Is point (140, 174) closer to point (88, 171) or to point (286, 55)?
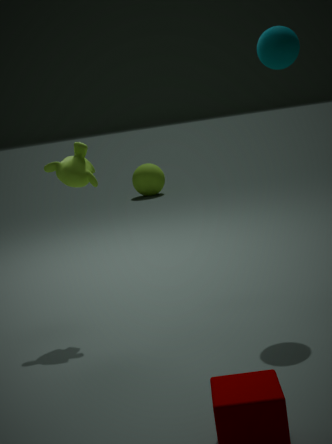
point (88, 171)
